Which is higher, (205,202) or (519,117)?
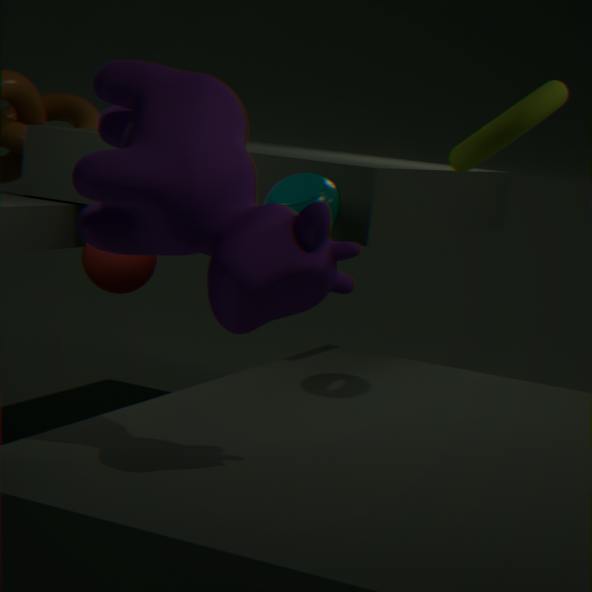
(519,117)
